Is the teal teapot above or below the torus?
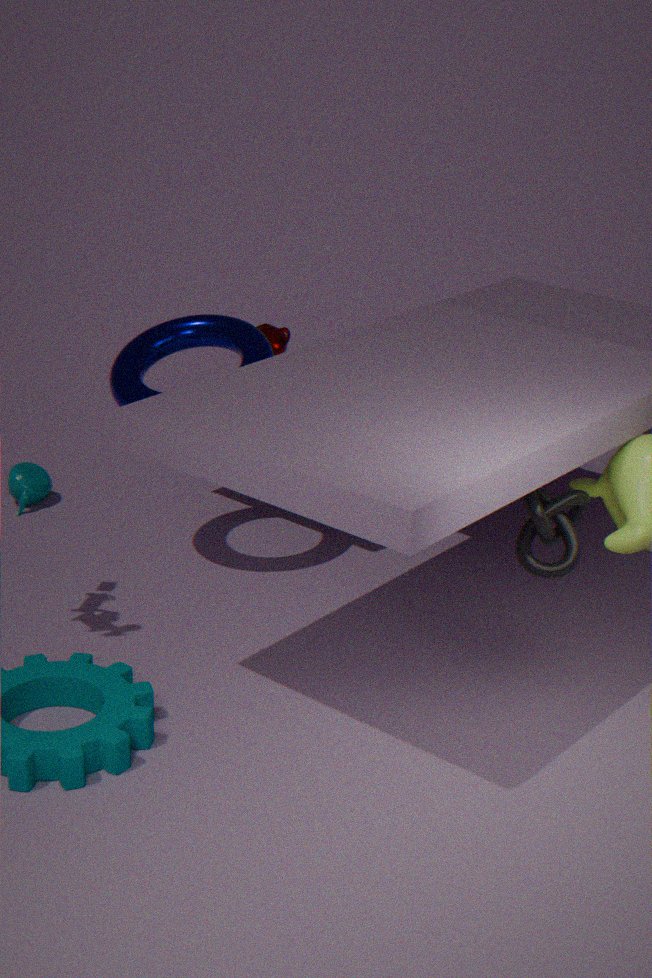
below
